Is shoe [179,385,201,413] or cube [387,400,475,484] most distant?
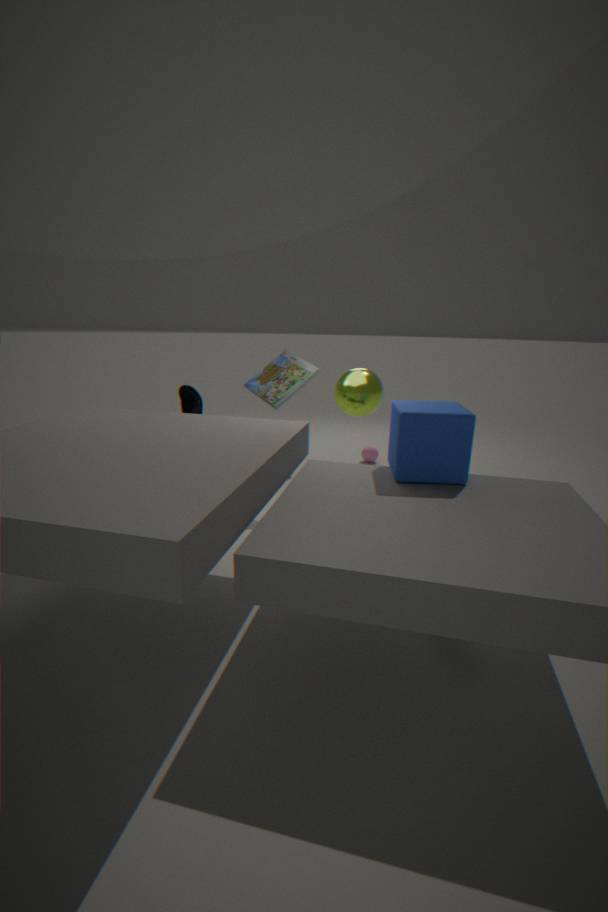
shoe [179,385,201,413]
